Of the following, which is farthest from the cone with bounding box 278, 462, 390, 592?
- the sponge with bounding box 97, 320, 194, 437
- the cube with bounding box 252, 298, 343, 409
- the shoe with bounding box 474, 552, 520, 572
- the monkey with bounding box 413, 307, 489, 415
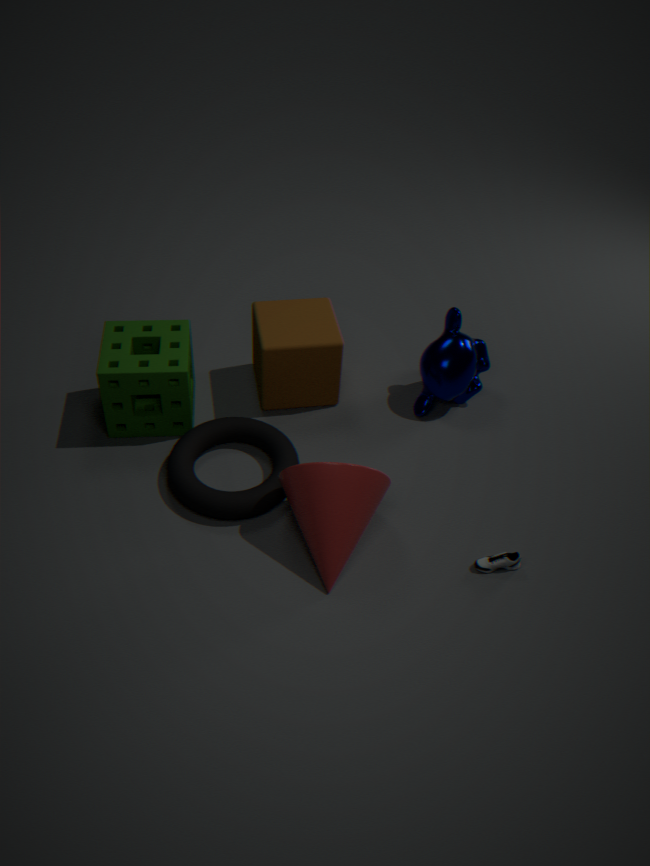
the monkey with bounding box 413, 307, 489, 415
